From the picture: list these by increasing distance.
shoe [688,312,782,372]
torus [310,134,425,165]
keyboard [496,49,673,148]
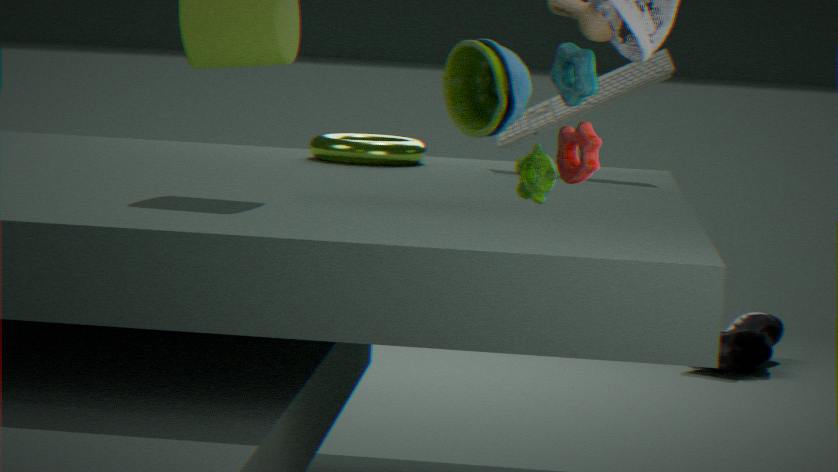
keyboard [496,49,673,148] < torus [310,134,425,165] < shoe [688,312,782,372]
